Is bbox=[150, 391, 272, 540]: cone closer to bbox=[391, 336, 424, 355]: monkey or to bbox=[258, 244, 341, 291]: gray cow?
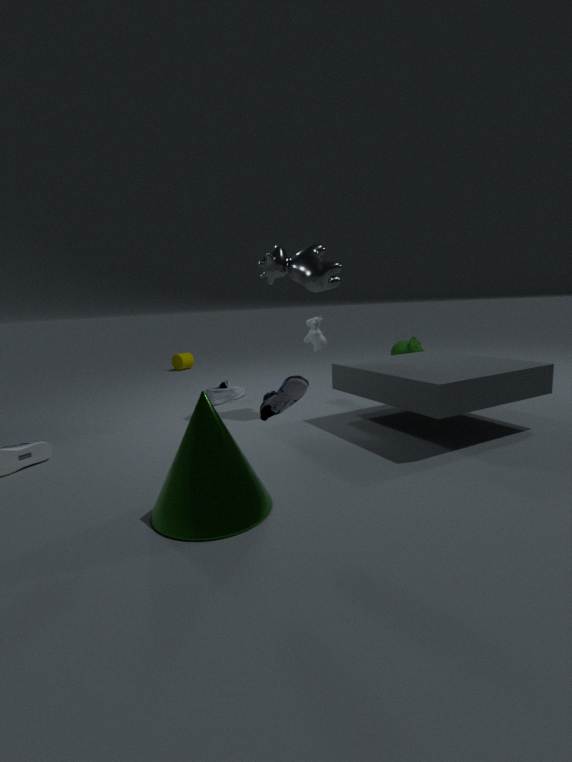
bbox=[258, 244, 341, 291]: gray cow
